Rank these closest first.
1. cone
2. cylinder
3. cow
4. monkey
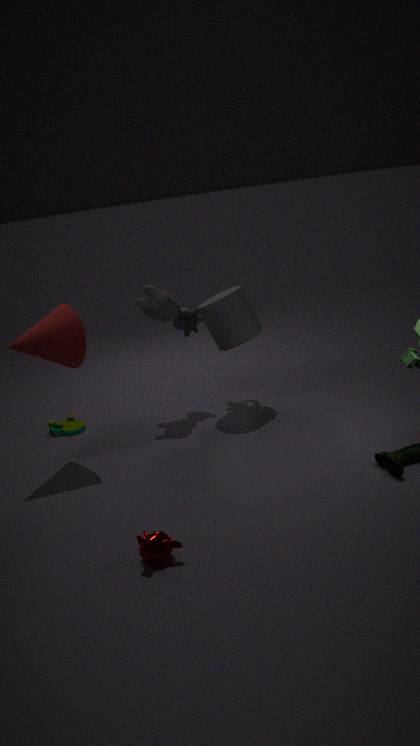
monkey, cone, cylinder, cow
